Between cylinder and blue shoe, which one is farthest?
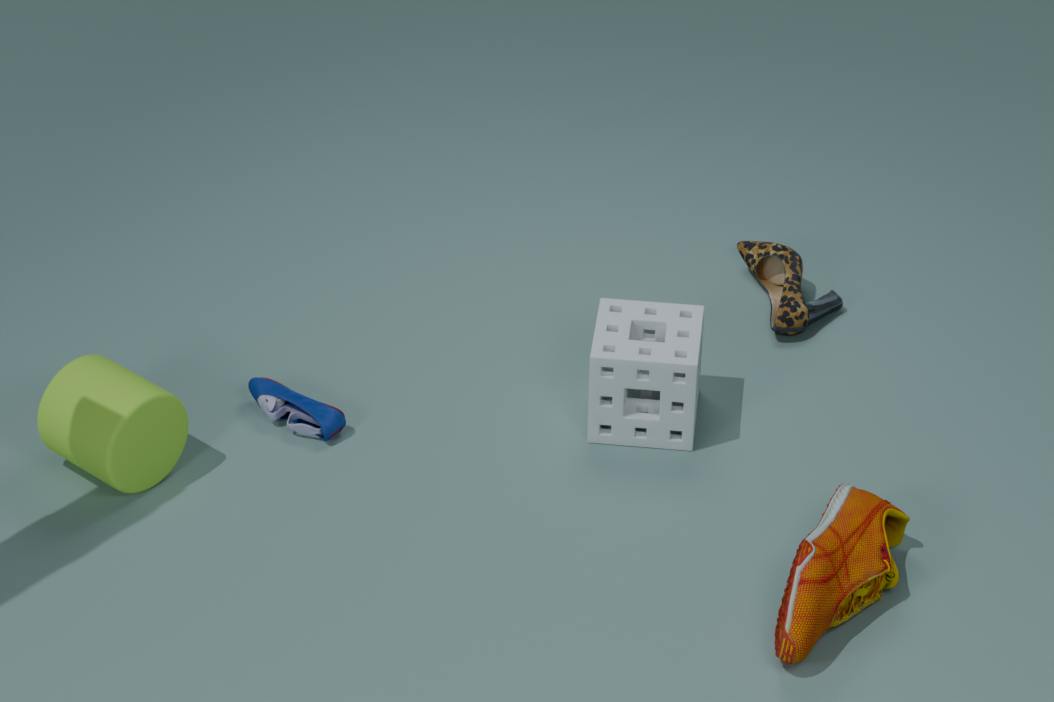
blue shoe
